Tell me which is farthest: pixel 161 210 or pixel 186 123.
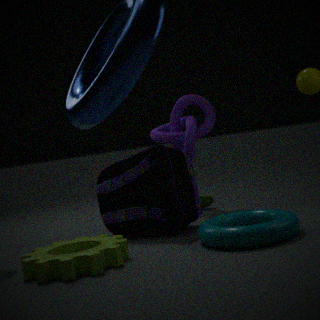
pixel 186 123
